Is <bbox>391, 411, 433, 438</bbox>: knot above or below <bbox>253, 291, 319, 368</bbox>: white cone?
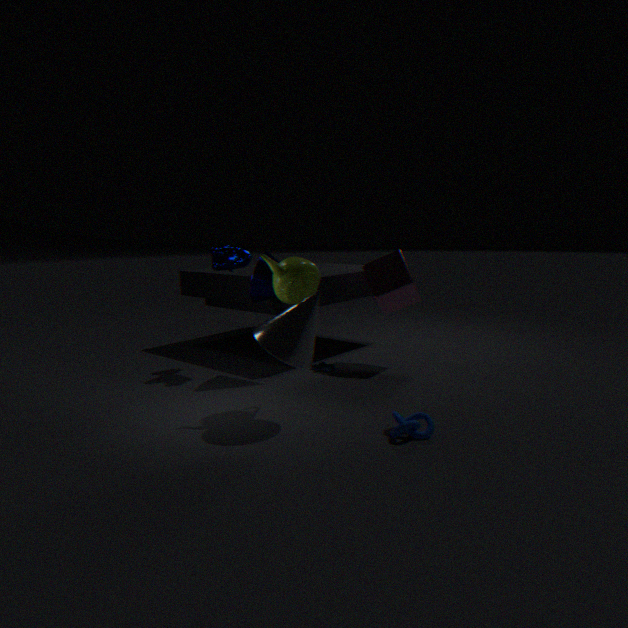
below
